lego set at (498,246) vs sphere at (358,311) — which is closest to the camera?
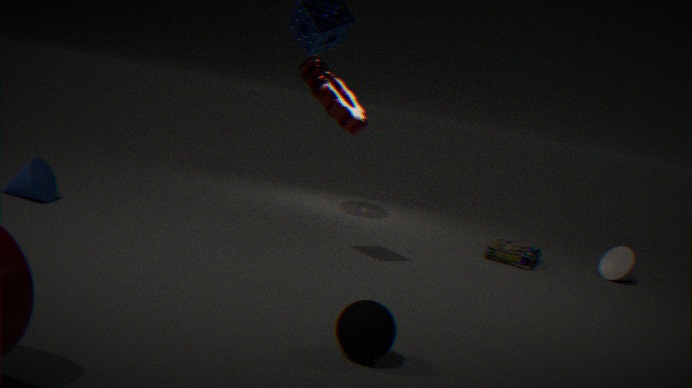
sphere at (358,311)
